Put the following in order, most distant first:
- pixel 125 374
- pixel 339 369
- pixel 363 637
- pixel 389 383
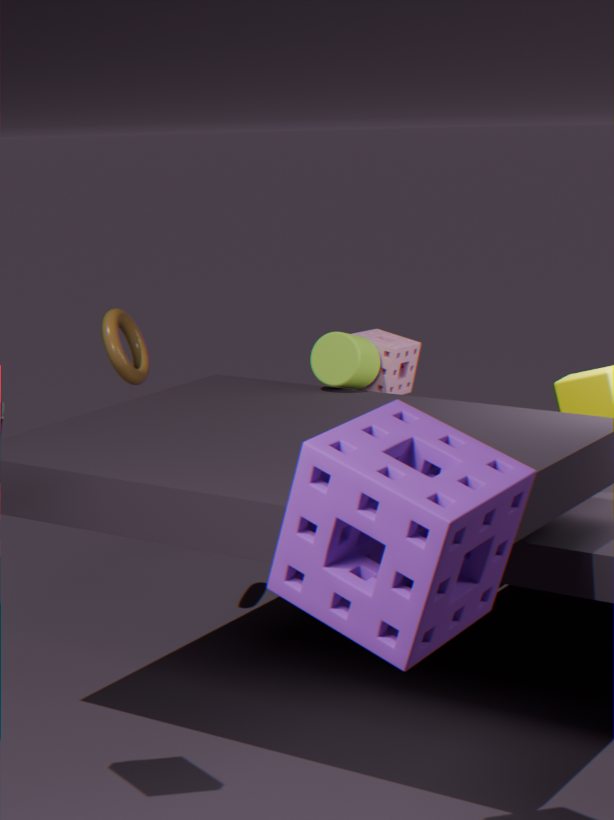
pixel 389 383, pixel 125 374, pixel 339 369, pixel 363 637
